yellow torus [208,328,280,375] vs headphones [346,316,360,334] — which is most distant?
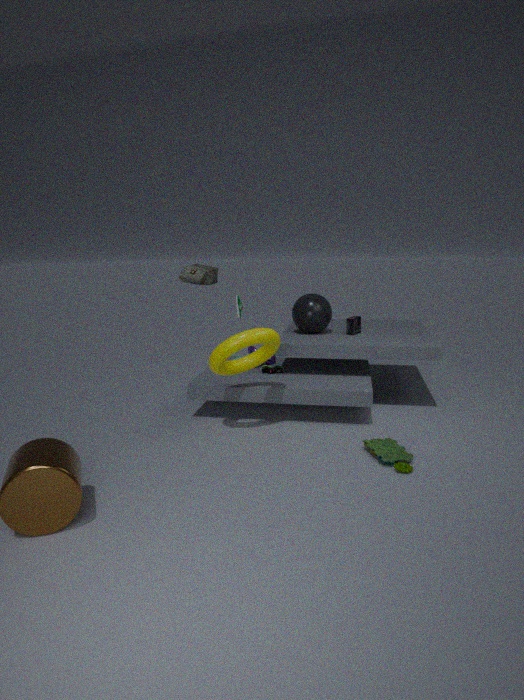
headphones [346,316,360,334]
